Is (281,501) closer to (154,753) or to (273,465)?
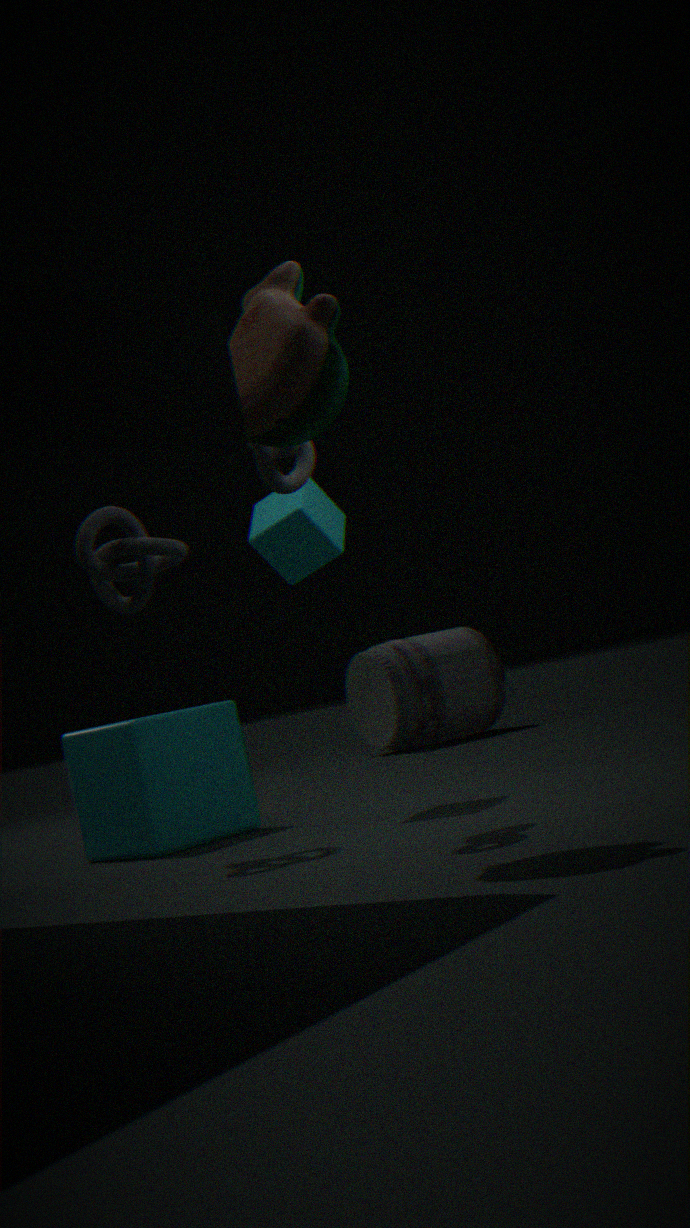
(273,465)
